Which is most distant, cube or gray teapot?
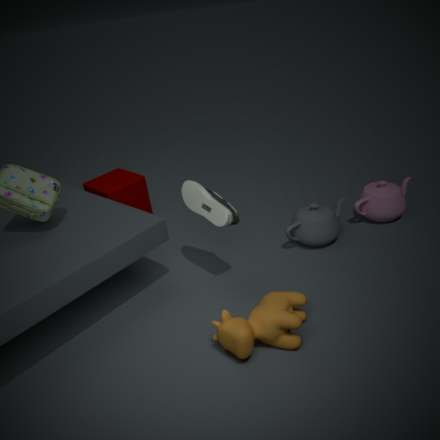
cube
